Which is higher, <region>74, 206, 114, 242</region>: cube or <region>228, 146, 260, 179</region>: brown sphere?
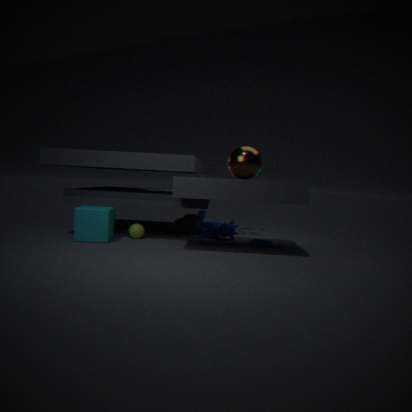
<region>228, 146, 260, 179</region>: brown sphere
